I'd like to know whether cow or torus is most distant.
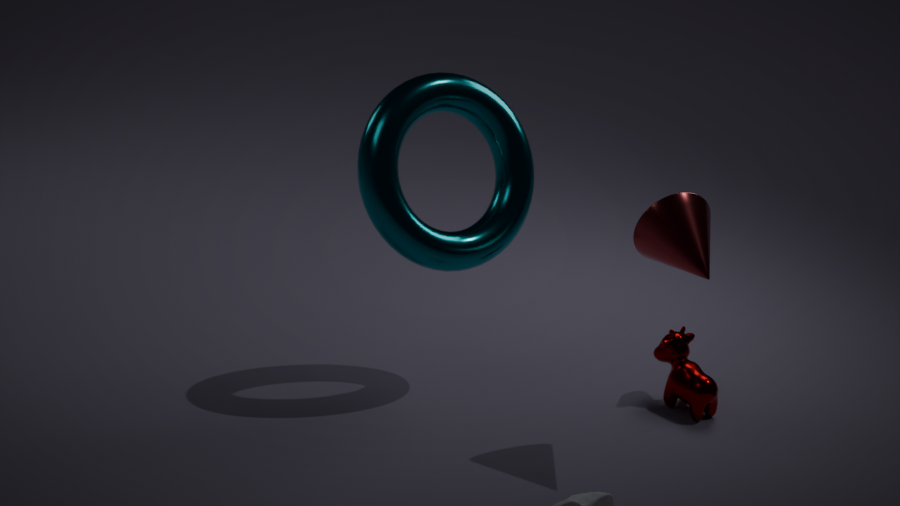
cow
